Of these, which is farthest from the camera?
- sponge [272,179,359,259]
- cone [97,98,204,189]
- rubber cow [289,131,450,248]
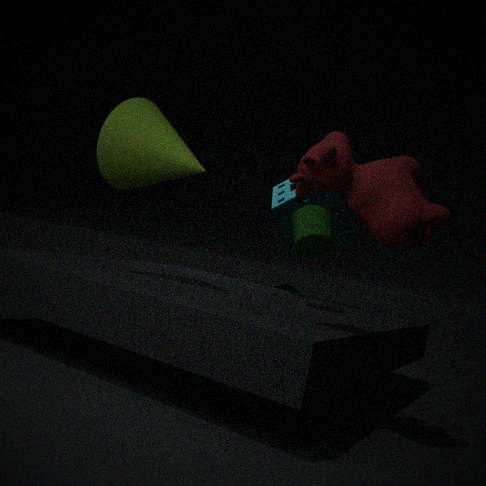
sponge [272,179,359,259]
